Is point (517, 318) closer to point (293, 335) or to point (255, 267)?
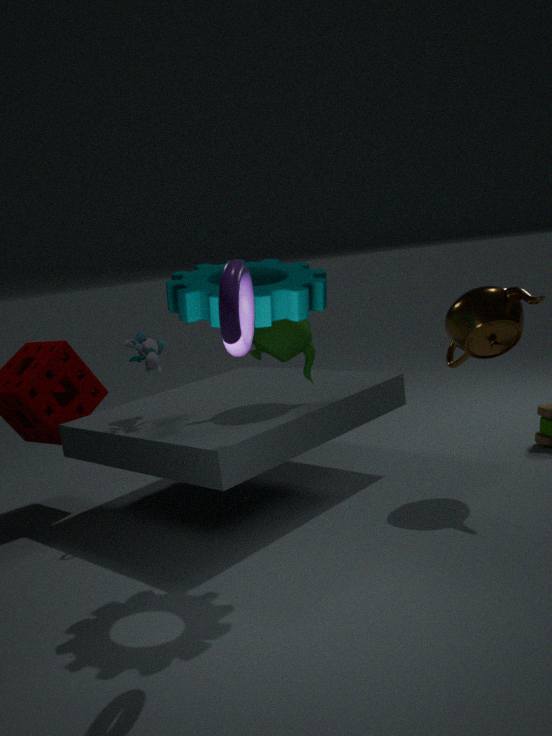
point (293, 335)
